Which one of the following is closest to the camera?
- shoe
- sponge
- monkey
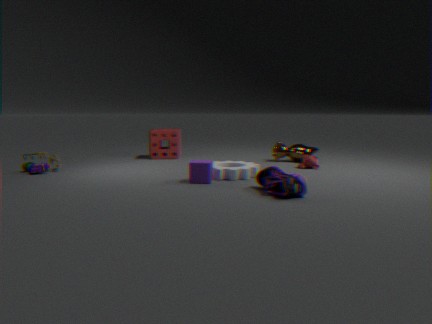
shoe
